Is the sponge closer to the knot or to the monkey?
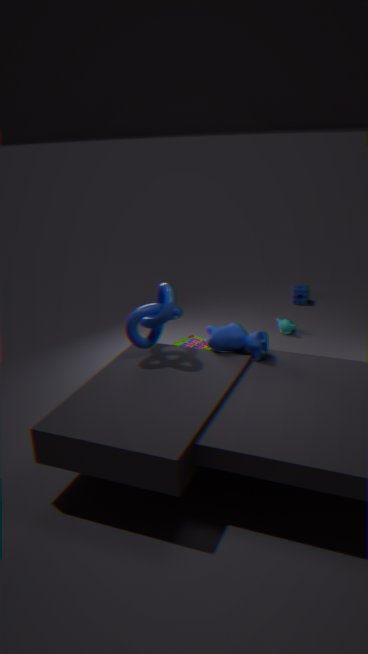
the monkey
